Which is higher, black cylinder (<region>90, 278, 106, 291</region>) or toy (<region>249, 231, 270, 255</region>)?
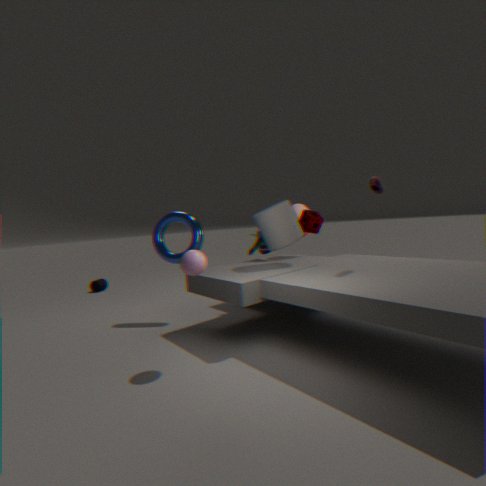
toy (<region>249, 231, 270, 255</region>)
